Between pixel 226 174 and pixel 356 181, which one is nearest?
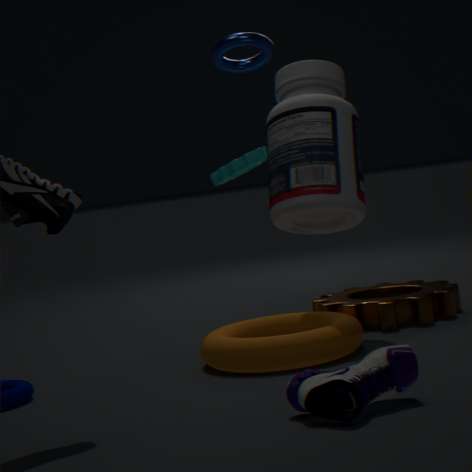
pixel 356 181
